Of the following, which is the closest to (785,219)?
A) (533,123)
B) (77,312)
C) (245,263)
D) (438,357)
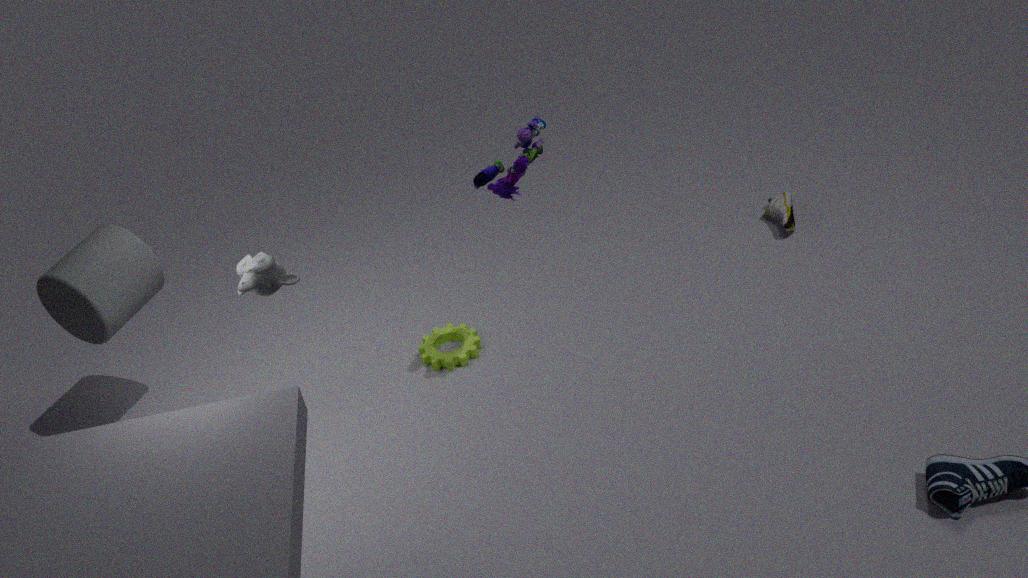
(533,123)
